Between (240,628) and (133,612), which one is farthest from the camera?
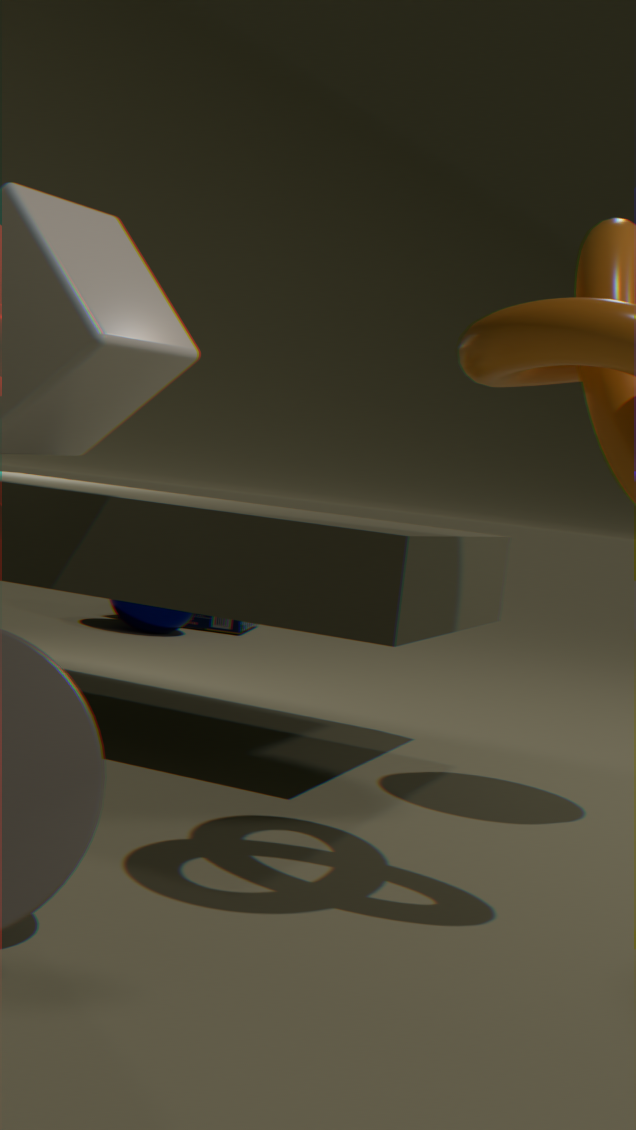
(240,628)
